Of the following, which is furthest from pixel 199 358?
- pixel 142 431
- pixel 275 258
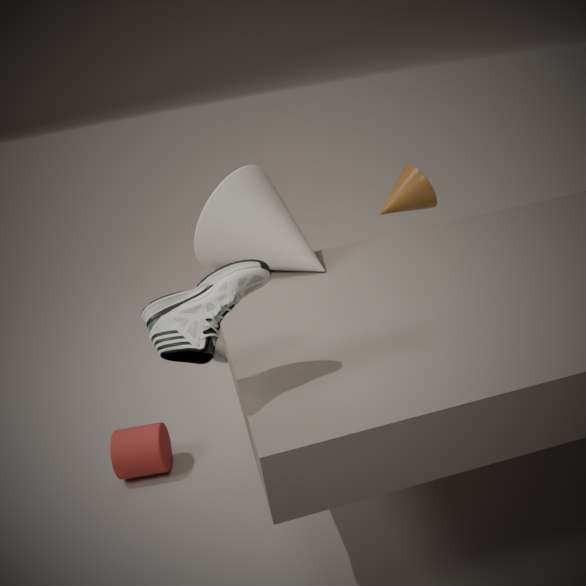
pixel 142 431
